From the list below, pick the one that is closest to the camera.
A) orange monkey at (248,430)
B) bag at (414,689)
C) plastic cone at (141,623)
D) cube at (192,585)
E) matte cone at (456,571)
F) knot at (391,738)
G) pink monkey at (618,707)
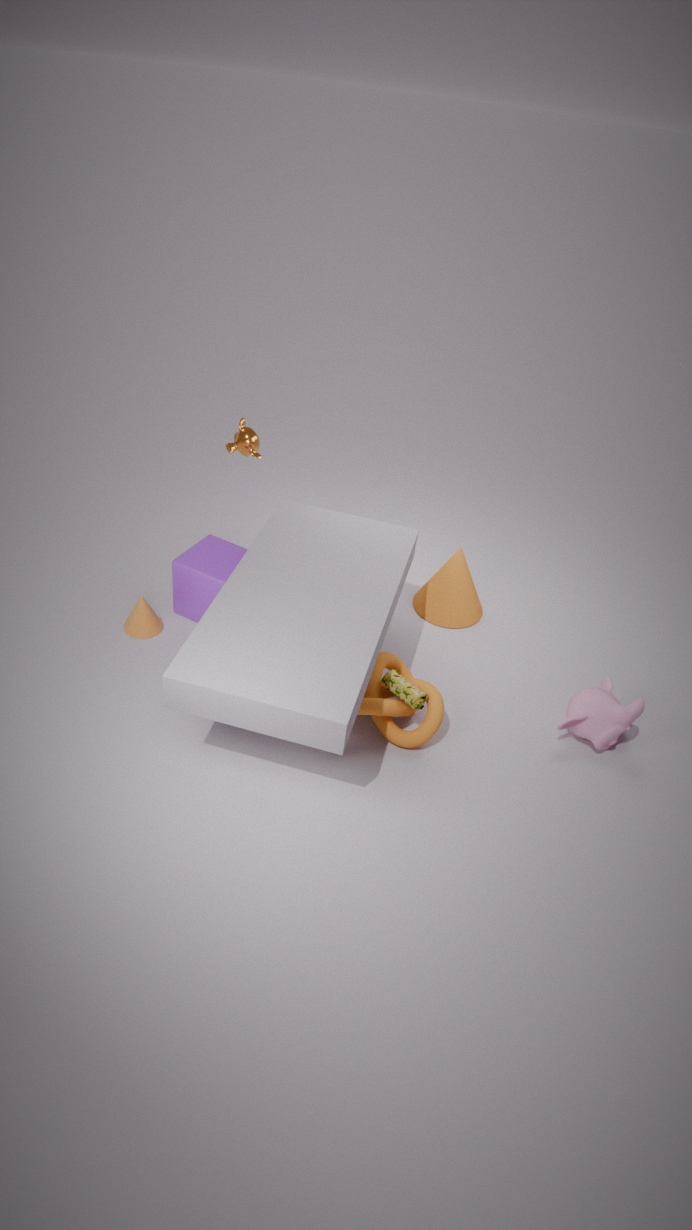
knot at (391,738)
